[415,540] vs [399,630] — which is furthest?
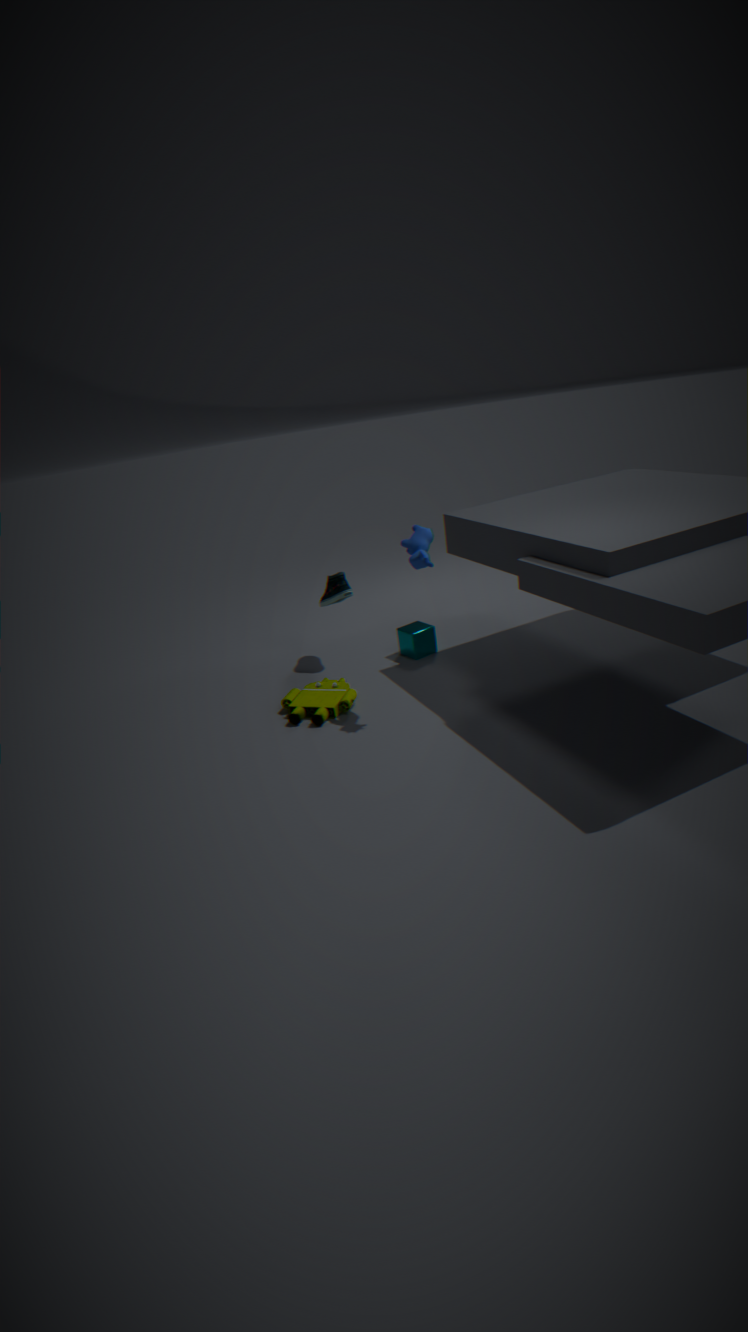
[399,630]
